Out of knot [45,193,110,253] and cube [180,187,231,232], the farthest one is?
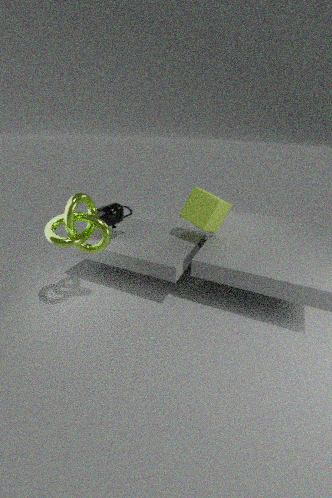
cube [180,187,231,232]
